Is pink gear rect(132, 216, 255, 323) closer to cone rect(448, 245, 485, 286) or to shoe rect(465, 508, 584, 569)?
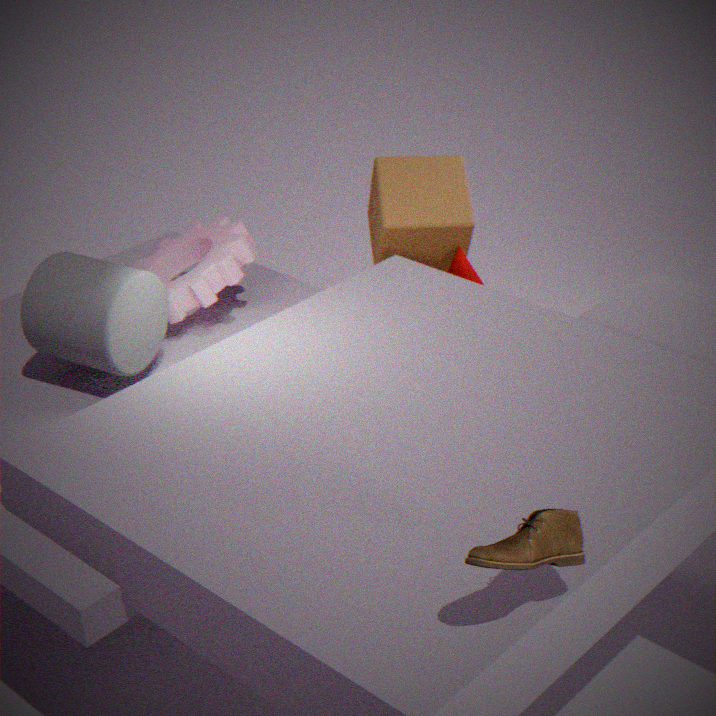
cone rect(448, 245, 485, 286)
